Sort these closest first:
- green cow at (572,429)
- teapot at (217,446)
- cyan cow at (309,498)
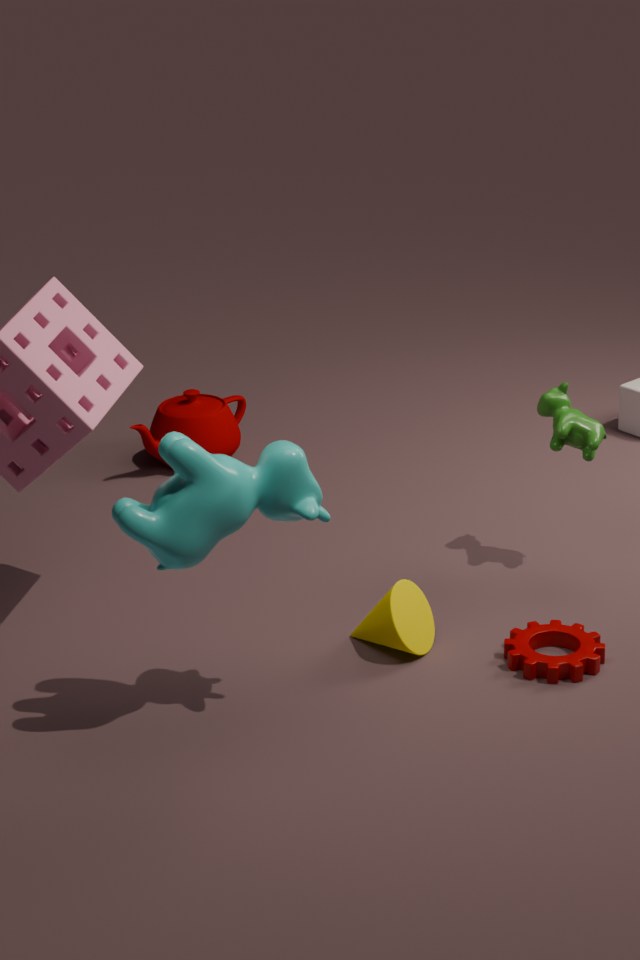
cyan cow at (309,498) < green cow at (572,429) < teapot at (217,446)
